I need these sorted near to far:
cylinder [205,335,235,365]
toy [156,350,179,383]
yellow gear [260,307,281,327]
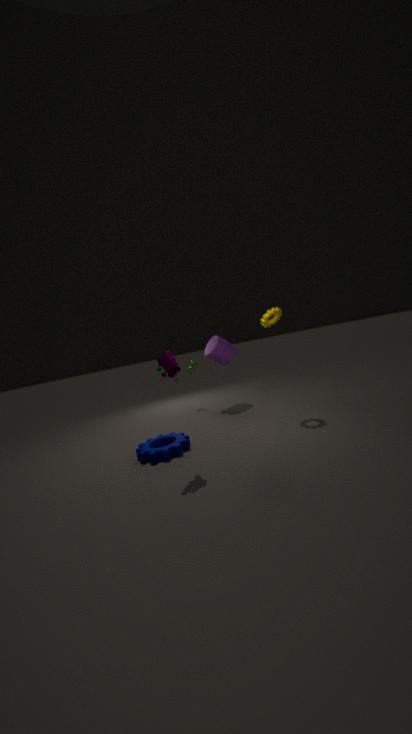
toy [156,350,179,383]
yellow gear [260,307,281,327]
cylinder [205,335,235,365]
